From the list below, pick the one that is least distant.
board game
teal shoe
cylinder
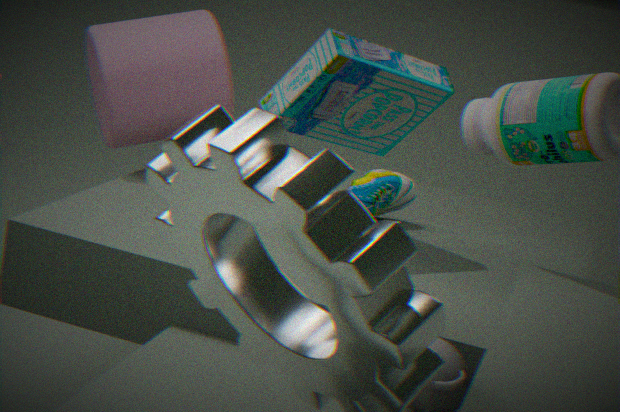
board game
